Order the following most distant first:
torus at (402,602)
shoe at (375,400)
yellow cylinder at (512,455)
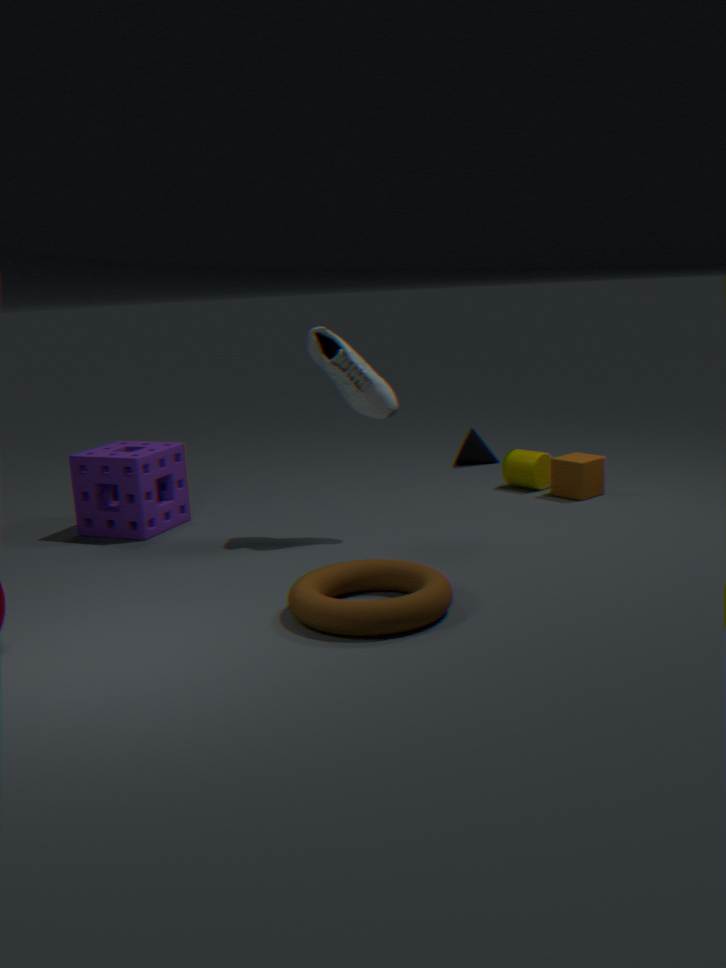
yellow cylinder at (512,455)
shoe at (375,400)
torus at (402,602)
